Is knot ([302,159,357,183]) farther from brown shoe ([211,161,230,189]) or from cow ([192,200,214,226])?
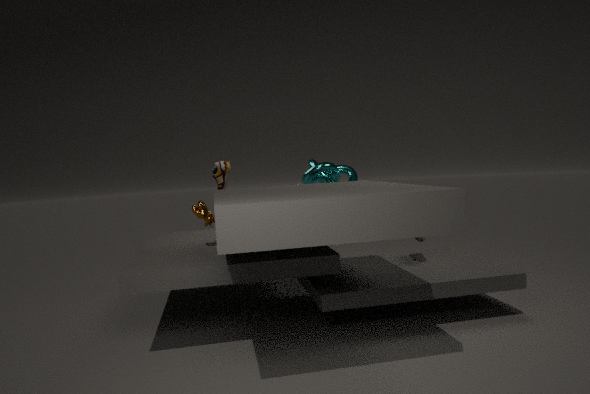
cow ([192,200,214,226])
